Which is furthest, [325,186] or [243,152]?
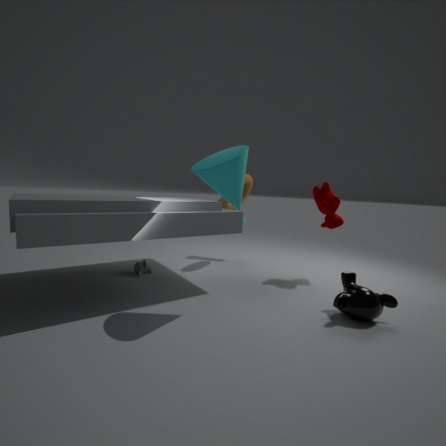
[325,186]
